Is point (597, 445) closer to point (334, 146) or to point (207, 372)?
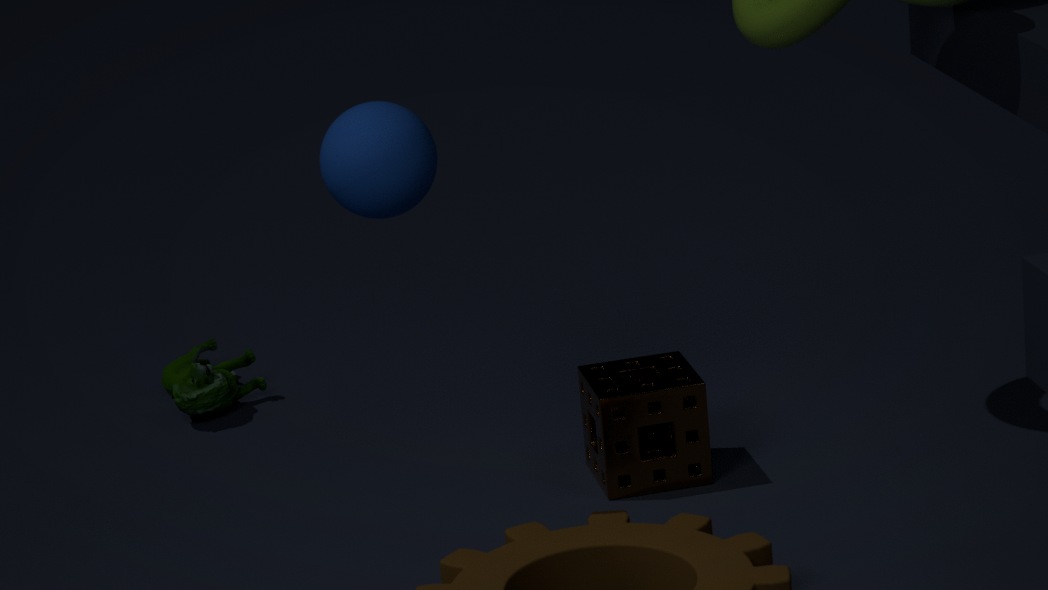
point (334, 146)
